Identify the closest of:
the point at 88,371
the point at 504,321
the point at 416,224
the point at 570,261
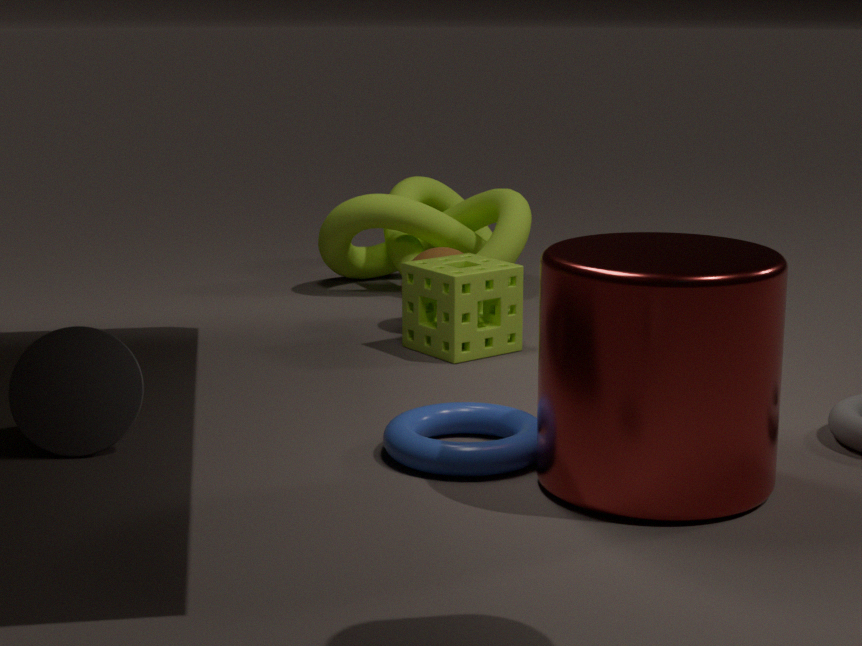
the point at 570,261
